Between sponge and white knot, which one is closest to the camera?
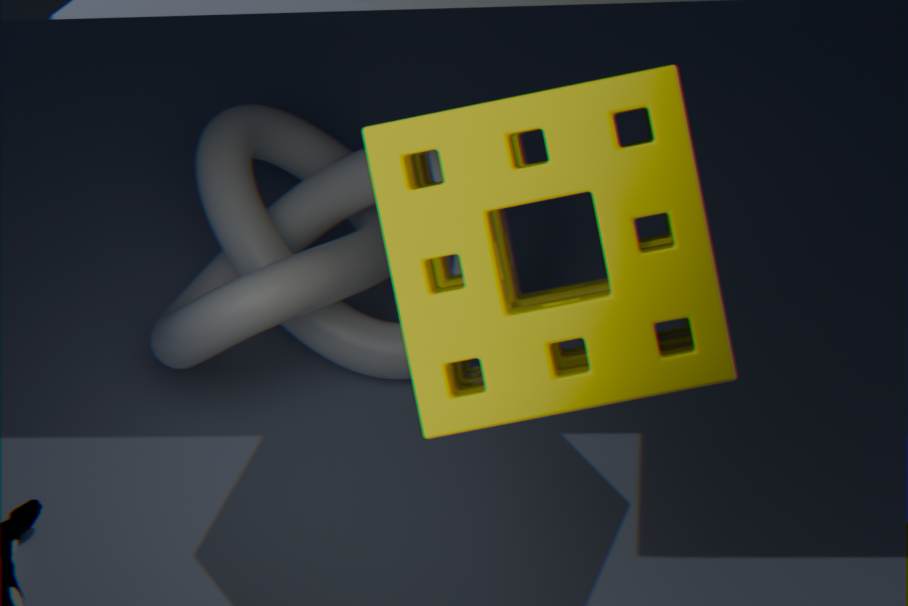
sponge
